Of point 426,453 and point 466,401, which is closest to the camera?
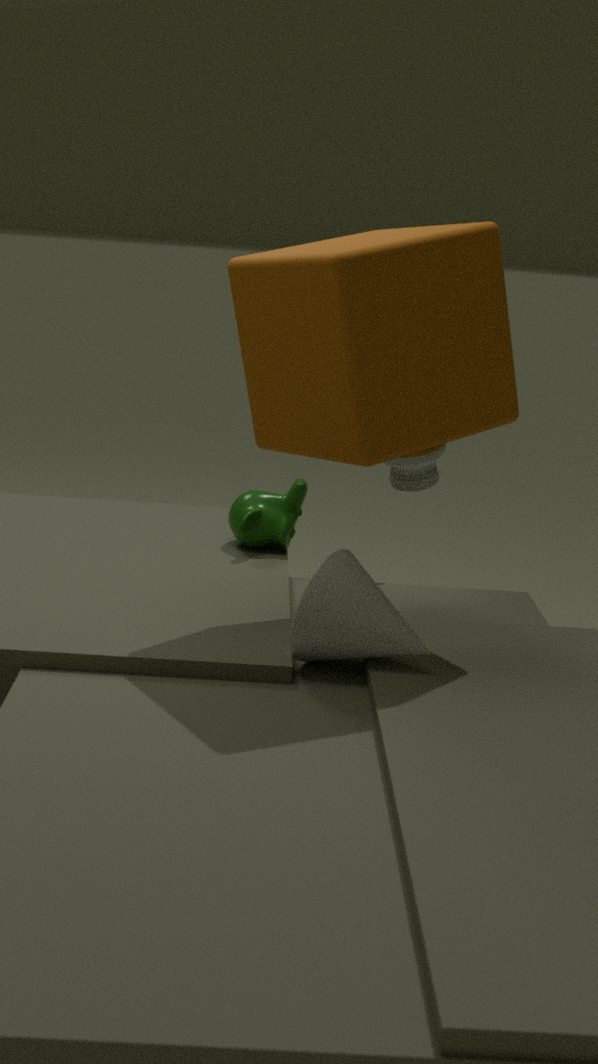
point 466,401
